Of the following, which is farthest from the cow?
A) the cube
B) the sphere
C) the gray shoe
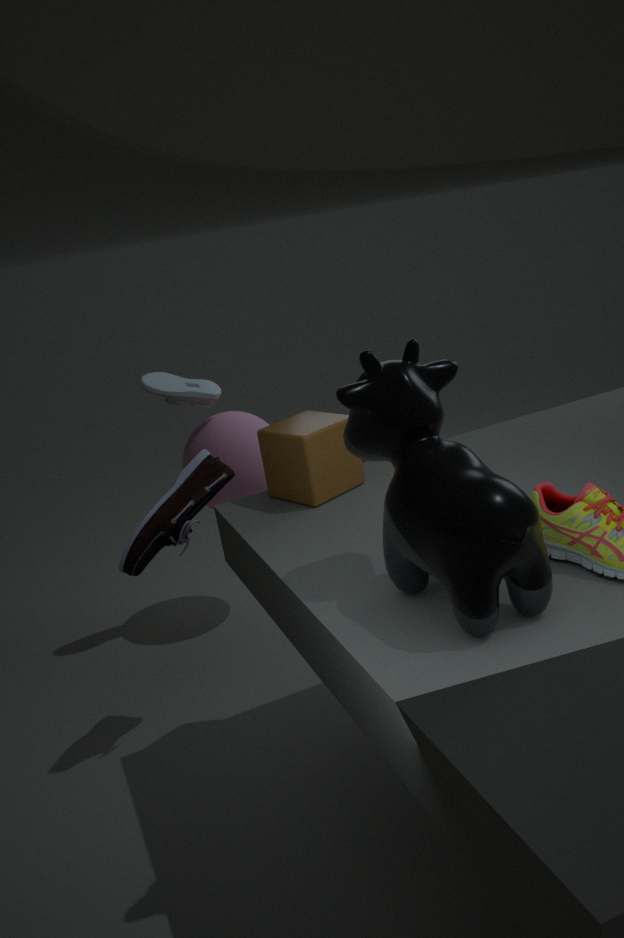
the gray shoe
